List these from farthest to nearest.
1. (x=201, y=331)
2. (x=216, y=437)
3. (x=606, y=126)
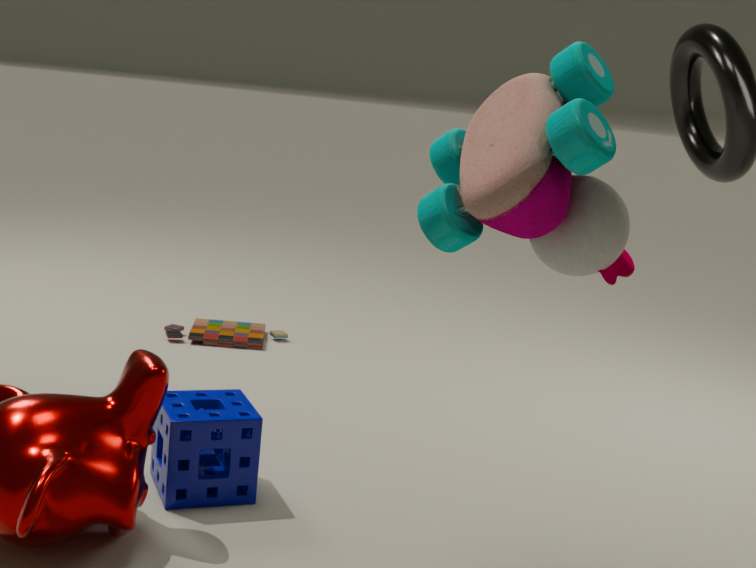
(x=201, y=331) < (x=216, y=437) < (x=606, y=126)
